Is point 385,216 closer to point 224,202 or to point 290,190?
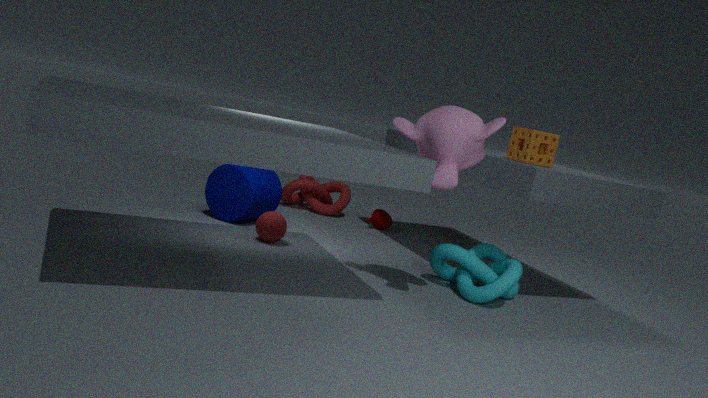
point 290,190
